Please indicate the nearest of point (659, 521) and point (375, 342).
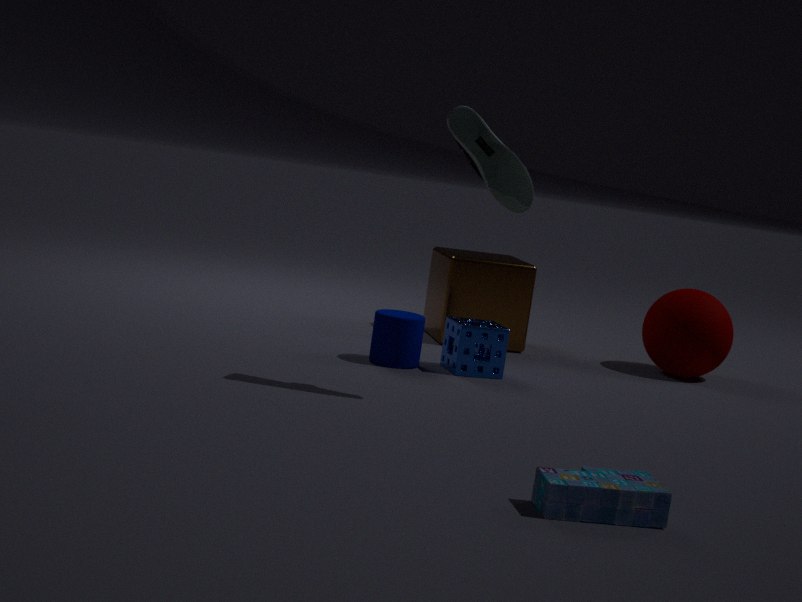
point (659, 521)
